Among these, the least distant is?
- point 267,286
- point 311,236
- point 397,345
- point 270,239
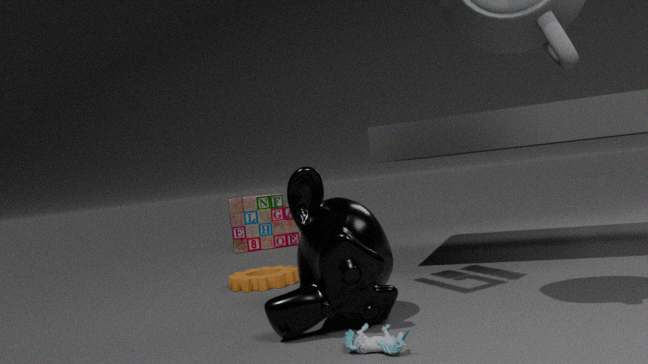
point 397,345
